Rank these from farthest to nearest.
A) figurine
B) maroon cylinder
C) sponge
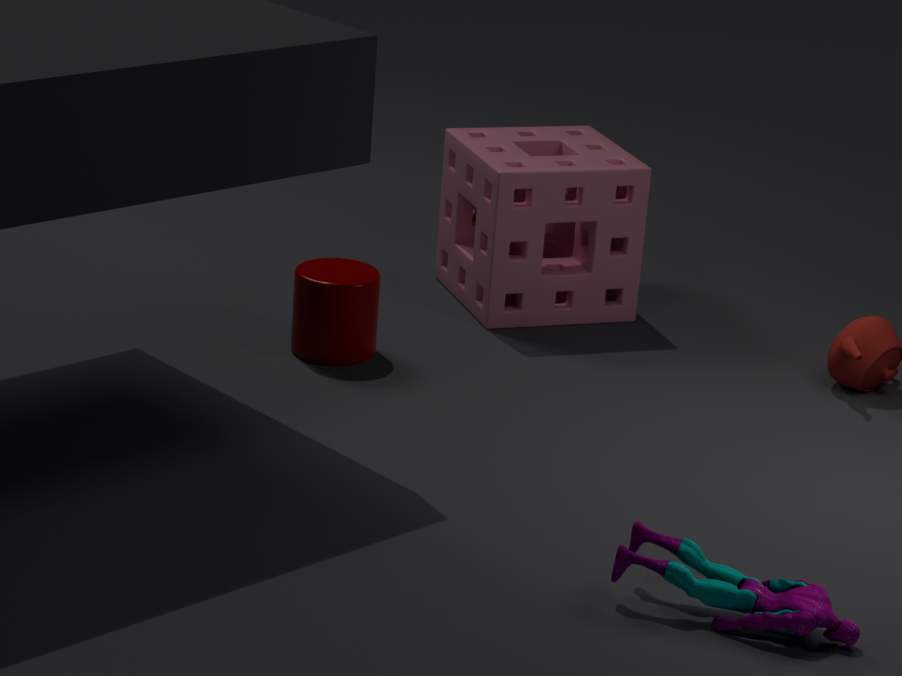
sponge, maroon cylinder, figurine
